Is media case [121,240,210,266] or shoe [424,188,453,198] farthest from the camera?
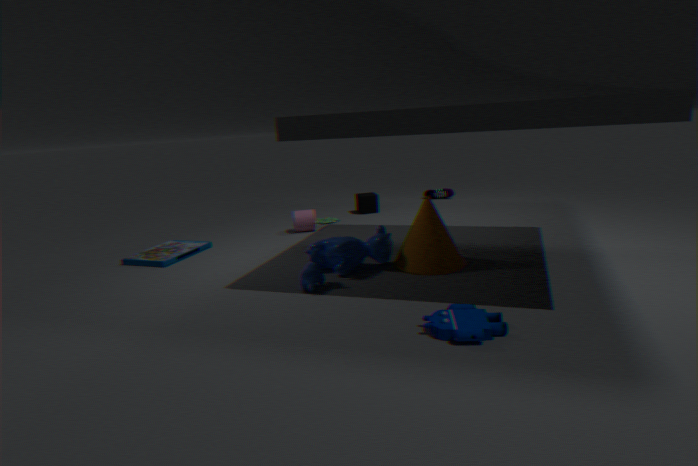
shoe [424,188,453,198]
